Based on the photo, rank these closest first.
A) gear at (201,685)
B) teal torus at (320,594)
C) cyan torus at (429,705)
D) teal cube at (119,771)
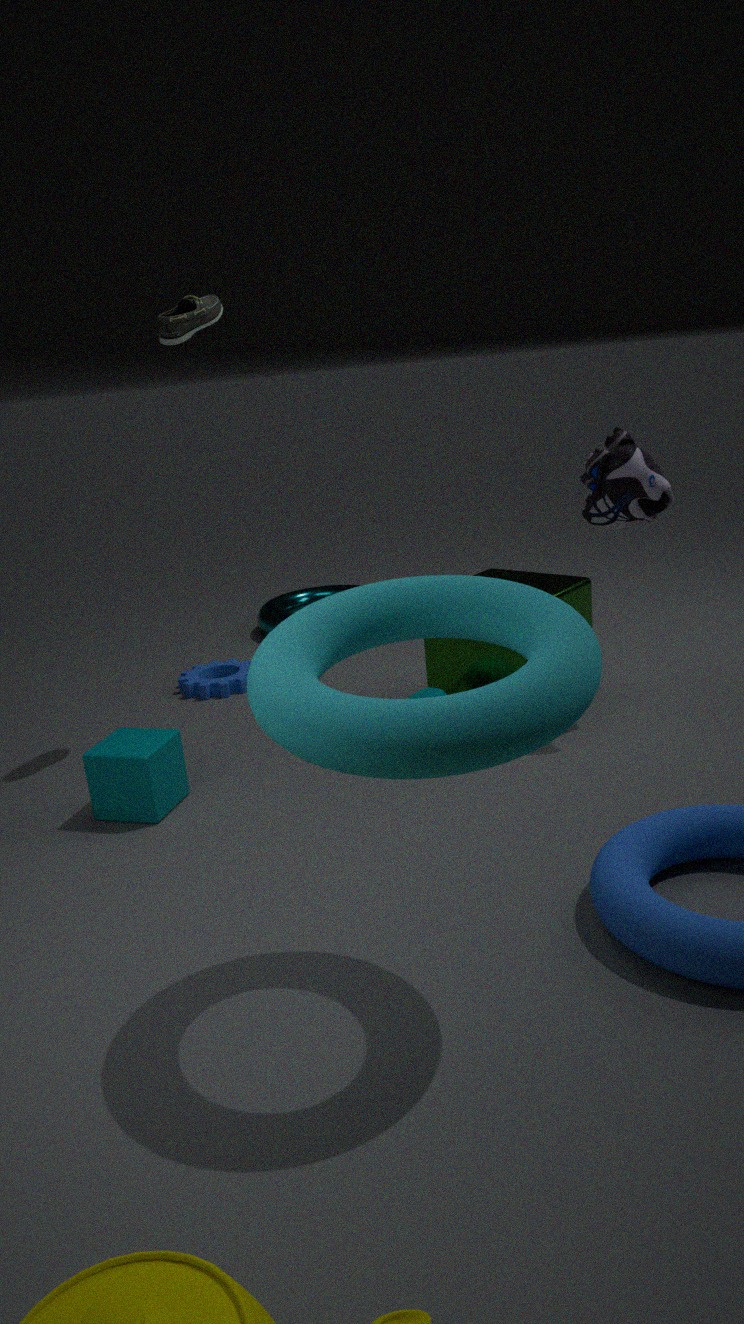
cyan torus at (429,705) < teal cube at (119,771) < gear at (201,685) < teal torus at (320,594)
